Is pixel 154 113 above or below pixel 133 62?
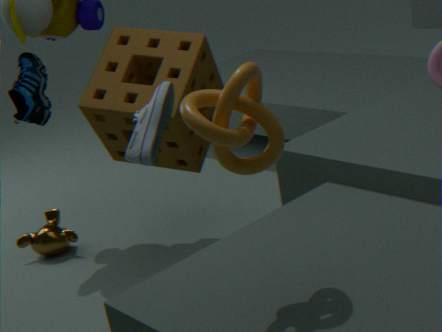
above
